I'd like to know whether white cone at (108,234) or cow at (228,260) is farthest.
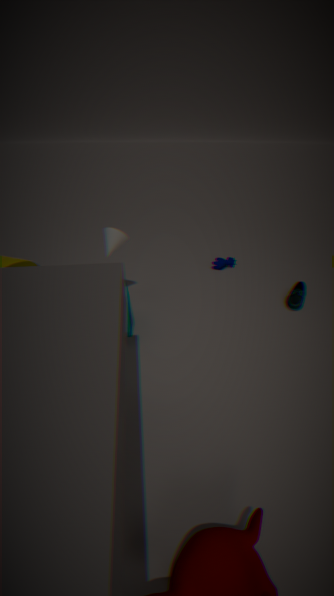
cow at (228,260)
